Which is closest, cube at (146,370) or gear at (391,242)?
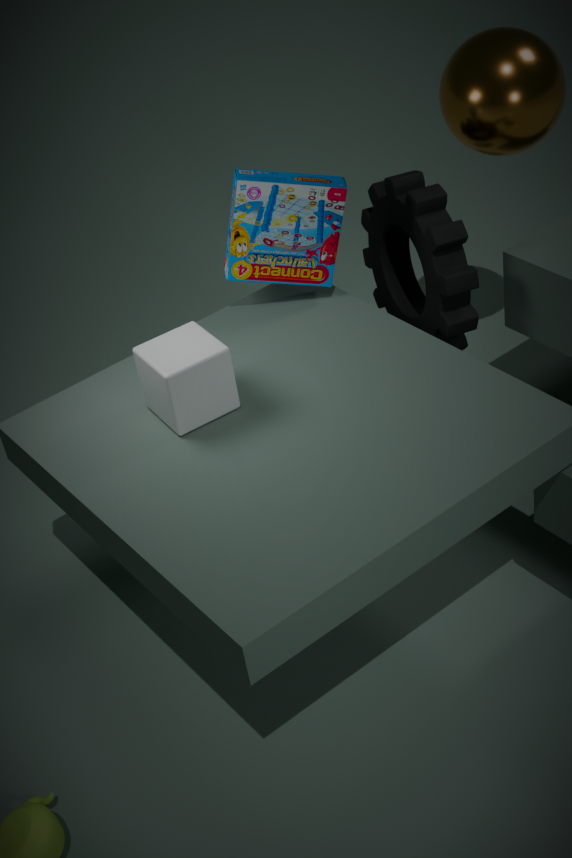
cube at (146,370)
